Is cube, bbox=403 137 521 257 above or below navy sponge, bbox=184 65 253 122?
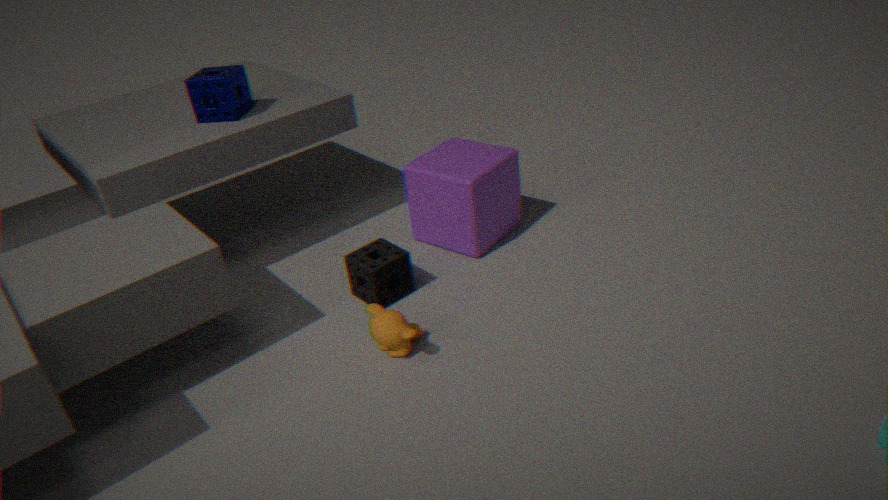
below
